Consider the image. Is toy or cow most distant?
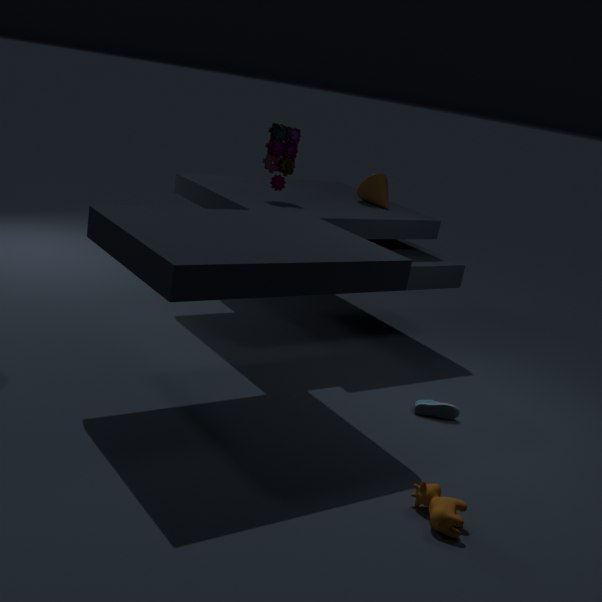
toy
